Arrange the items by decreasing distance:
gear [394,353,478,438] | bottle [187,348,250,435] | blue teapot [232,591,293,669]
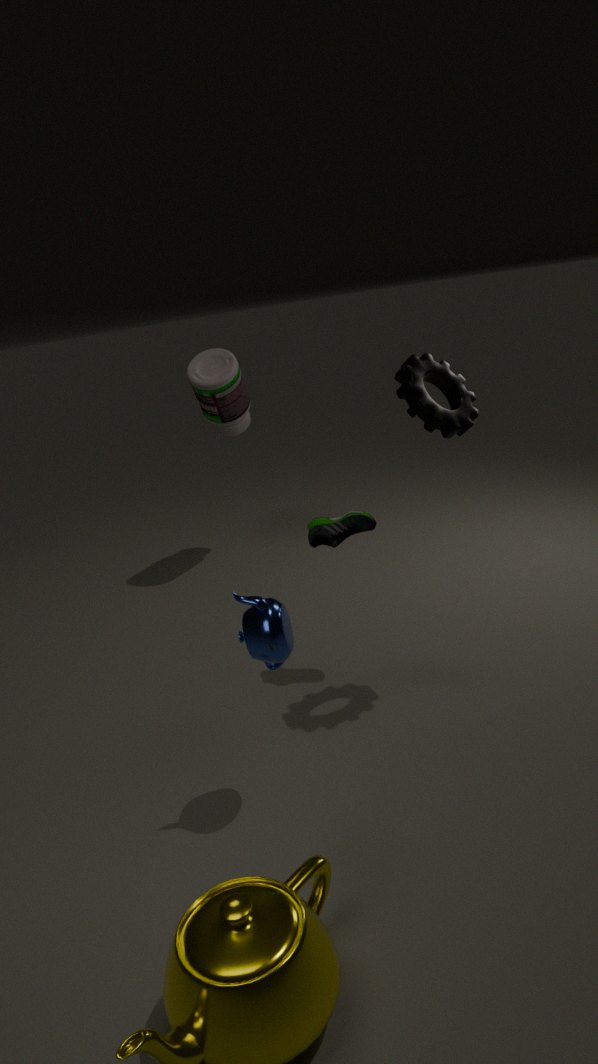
1. bottle [187,348,250,435]
2. gear [394,353,478,438]
3. blue teapot [232,591,293,669]
